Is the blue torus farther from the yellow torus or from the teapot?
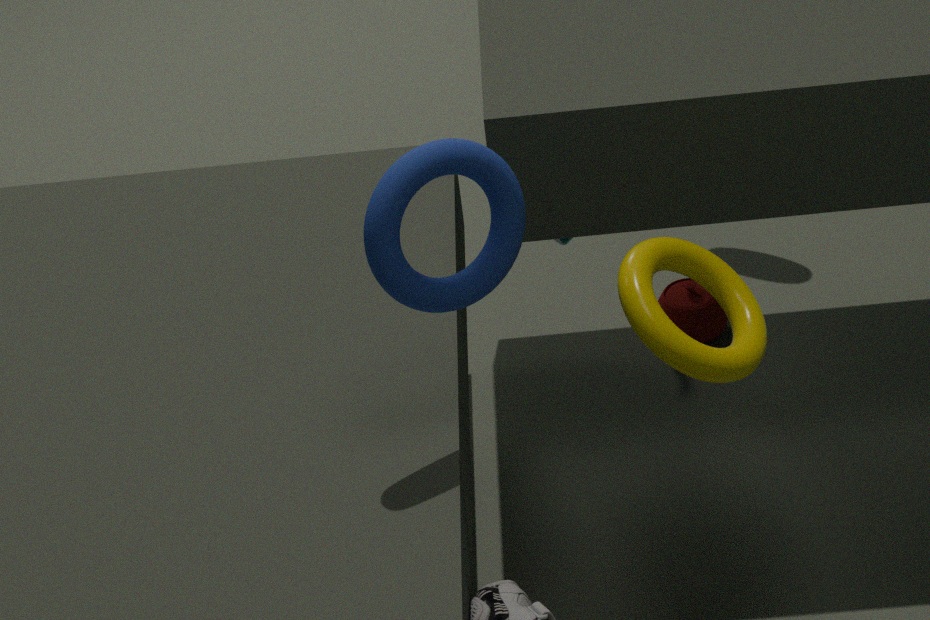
the teapot
